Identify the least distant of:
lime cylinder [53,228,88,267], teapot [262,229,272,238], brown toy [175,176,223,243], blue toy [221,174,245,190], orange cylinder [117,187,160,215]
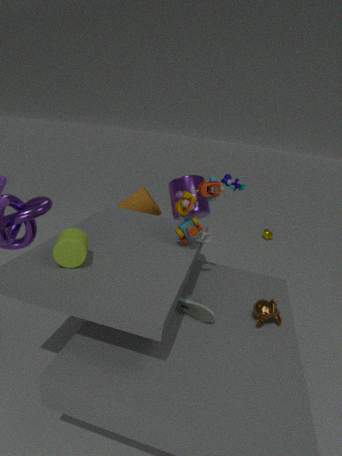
lime cylinder [53,228,88,267]
